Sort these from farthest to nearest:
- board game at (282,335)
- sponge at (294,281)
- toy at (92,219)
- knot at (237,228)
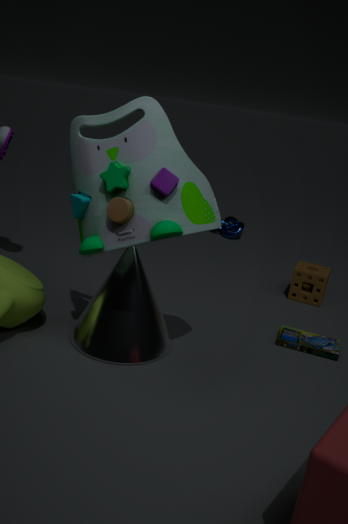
knot at (237,228) < sponge at (294,281) < board game at (282,335) < toy at (92,219)
